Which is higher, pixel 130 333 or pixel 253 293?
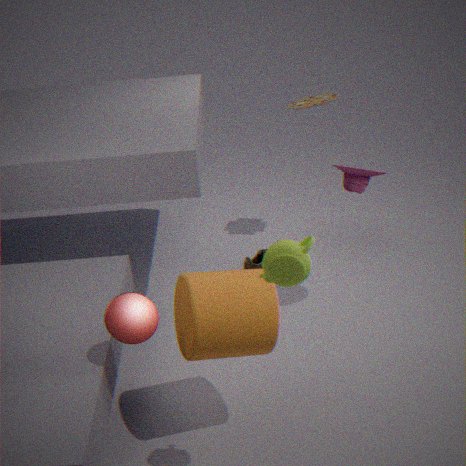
pixel 130 333
